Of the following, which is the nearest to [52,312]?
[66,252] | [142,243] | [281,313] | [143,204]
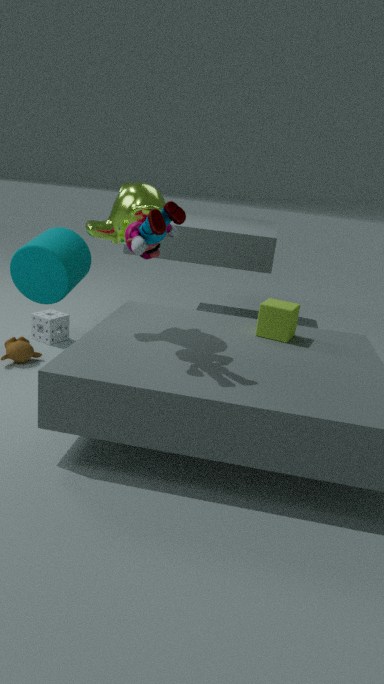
[66,252]
